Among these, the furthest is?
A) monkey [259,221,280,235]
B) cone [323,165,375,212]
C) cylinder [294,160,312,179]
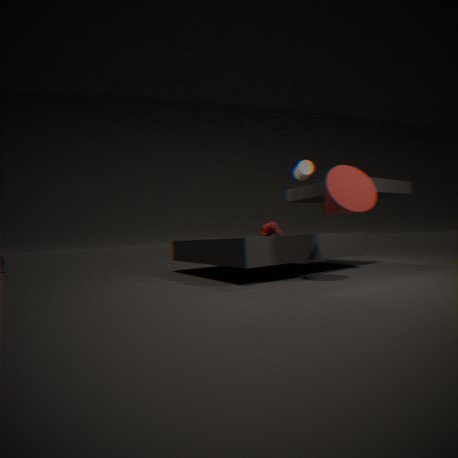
cylinder [294,160,312,179]
